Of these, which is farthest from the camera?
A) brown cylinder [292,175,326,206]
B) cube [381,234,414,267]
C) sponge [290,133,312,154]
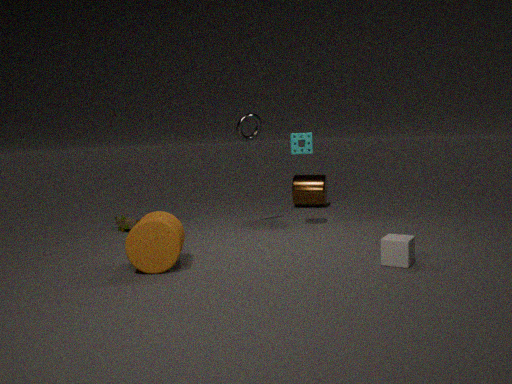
brown cylinder [292,175,326,206]
